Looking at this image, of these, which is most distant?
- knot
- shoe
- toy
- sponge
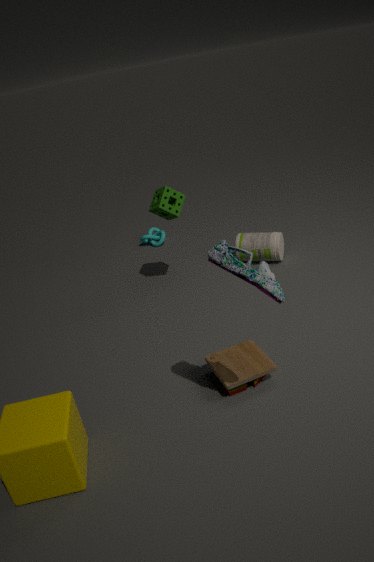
knot
